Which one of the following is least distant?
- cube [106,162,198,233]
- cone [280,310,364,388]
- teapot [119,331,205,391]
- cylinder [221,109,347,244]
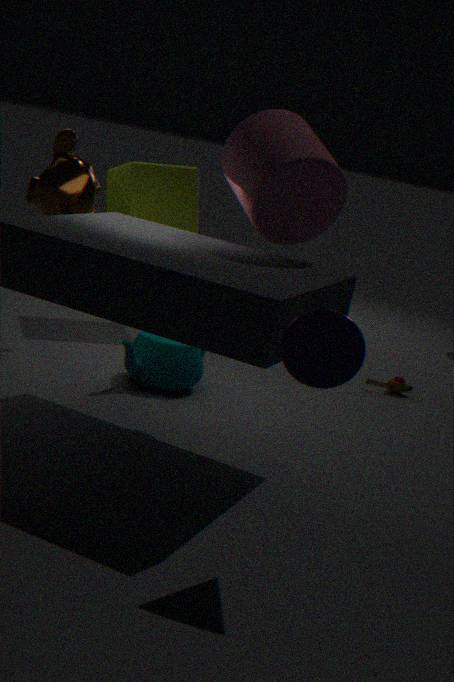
cone [280,310,364,388]
